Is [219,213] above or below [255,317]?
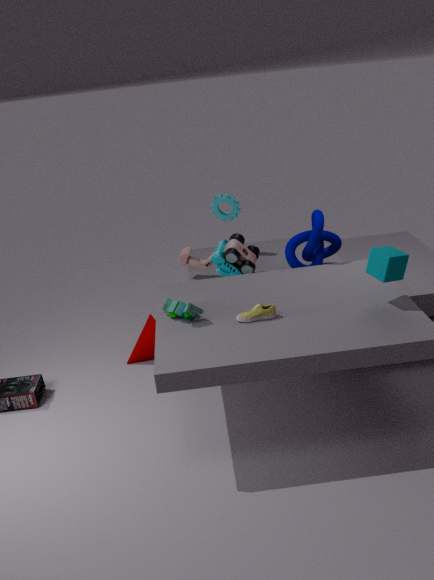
above
